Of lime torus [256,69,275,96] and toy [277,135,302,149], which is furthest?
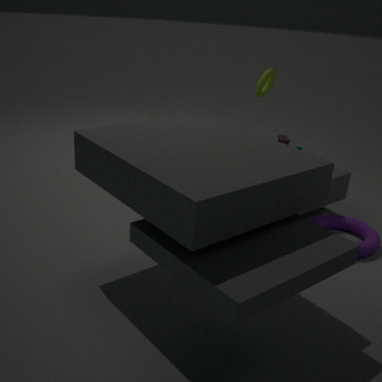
toy [277,135,302,149]
